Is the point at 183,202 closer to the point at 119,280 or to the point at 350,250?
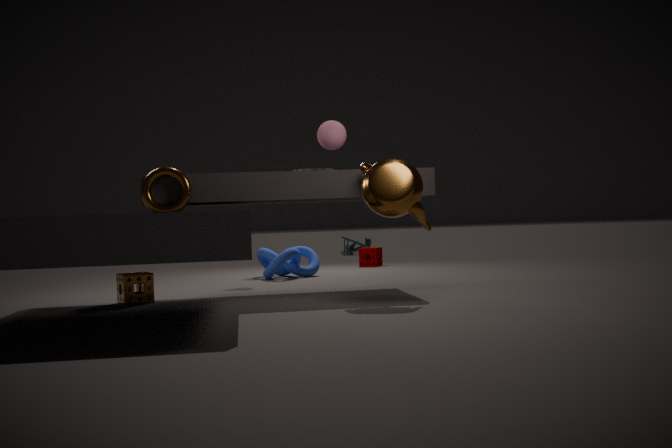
the point at 119,280
